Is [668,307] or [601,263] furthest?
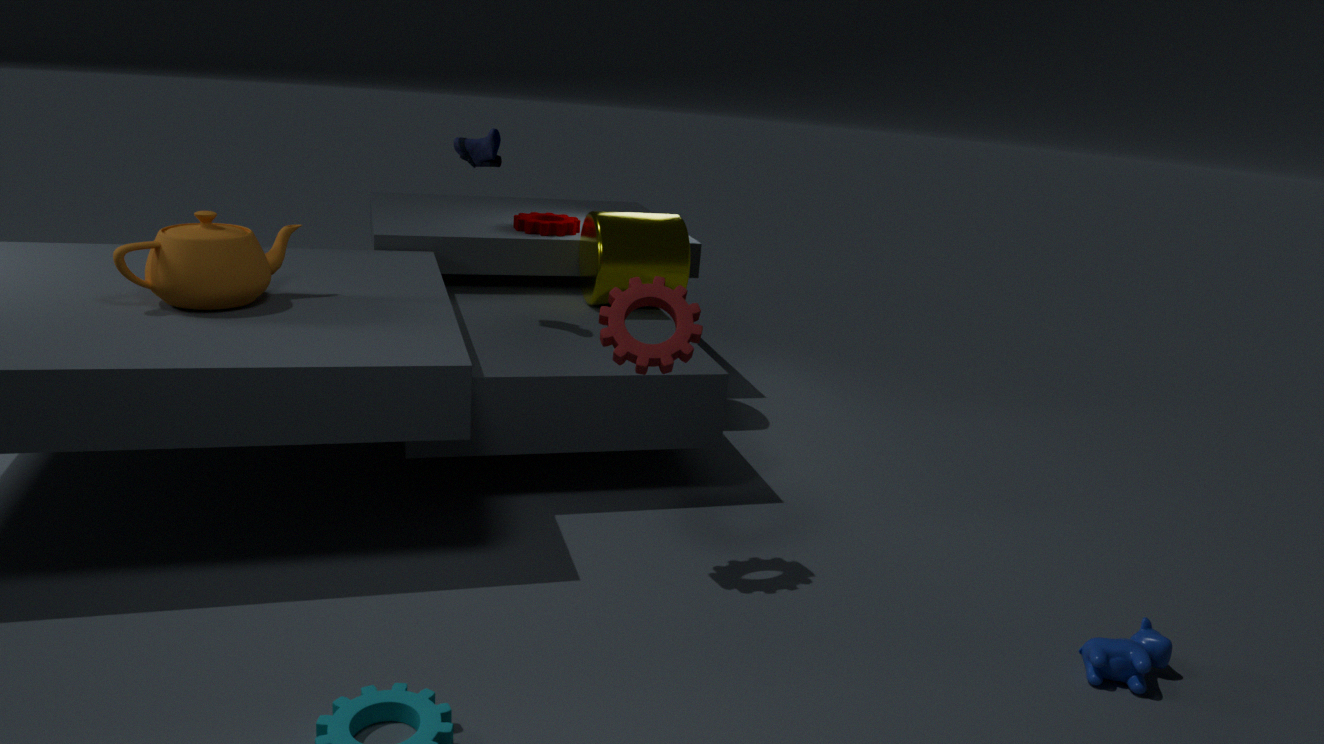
[601,263]
